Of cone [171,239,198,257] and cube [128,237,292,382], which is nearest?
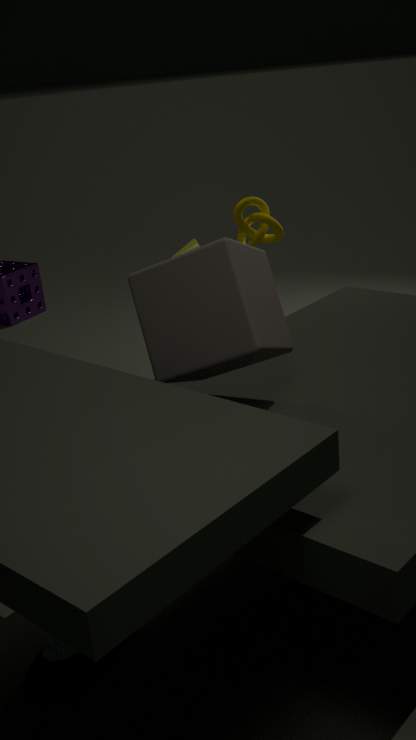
cube [128,237,292,382]
